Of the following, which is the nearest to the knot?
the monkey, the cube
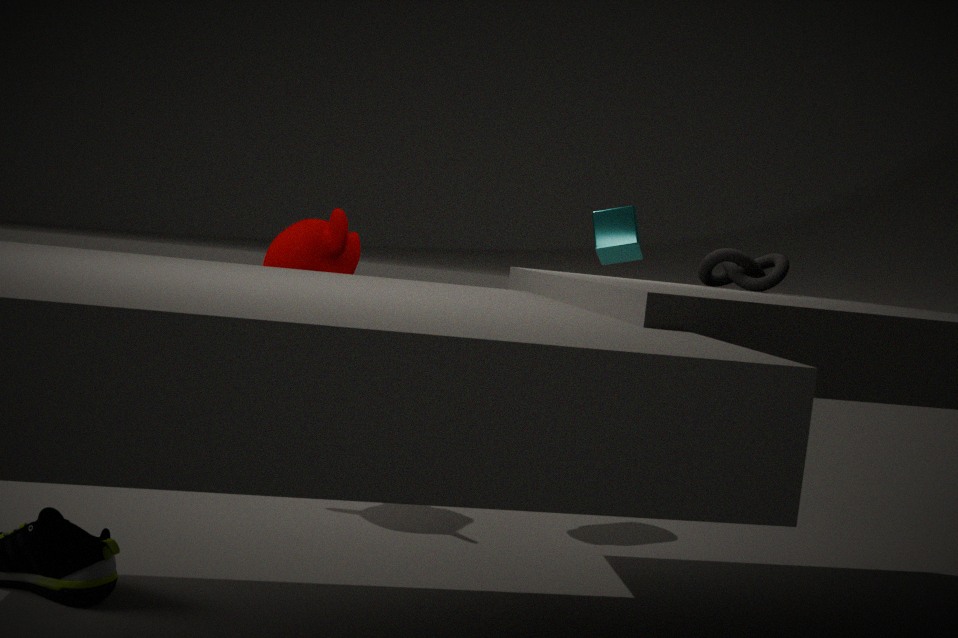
the cube
